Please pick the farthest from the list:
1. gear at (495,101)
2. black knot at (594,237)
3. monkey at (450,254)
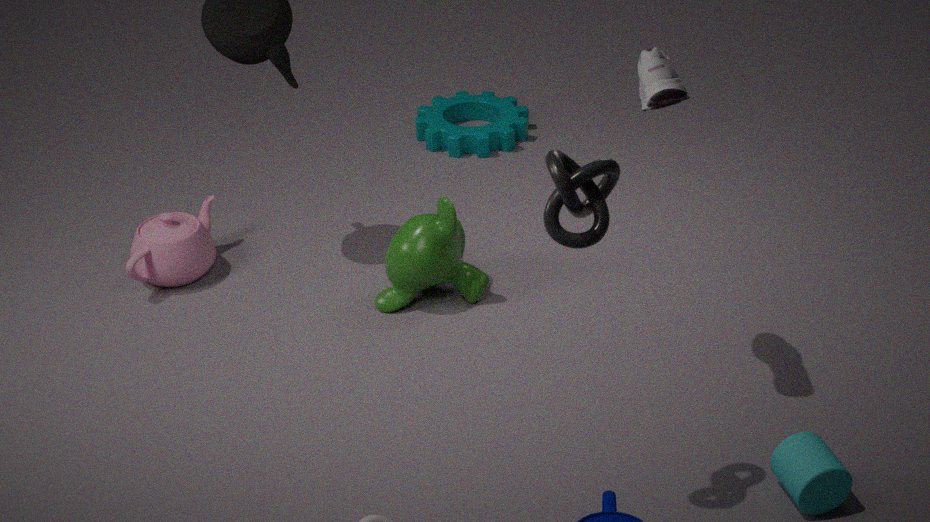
gear at (495,101)
